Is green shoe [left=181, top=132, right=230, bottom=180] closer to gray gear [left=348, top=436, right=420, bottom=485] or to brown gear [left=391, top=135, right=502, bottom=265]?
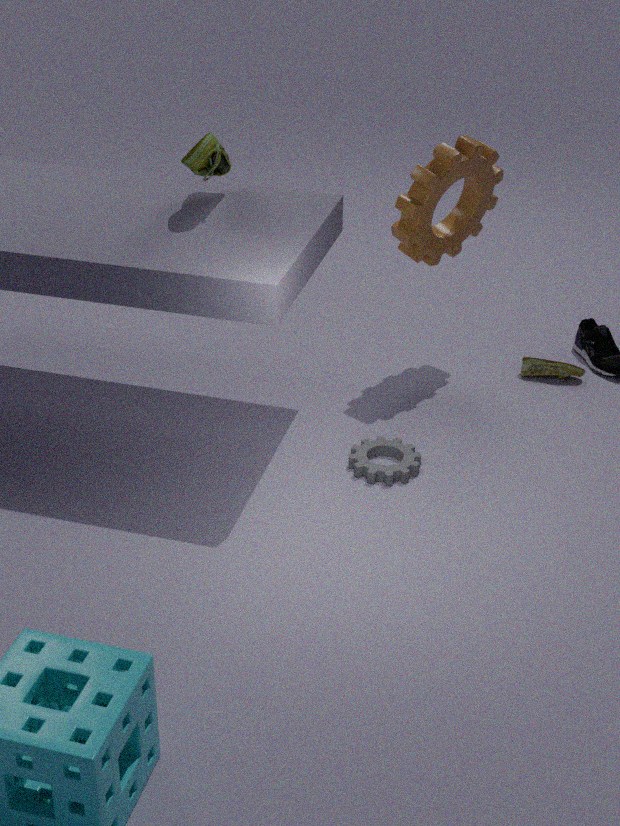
brown gear [left=391, top=135, right=502, bottom=265]
